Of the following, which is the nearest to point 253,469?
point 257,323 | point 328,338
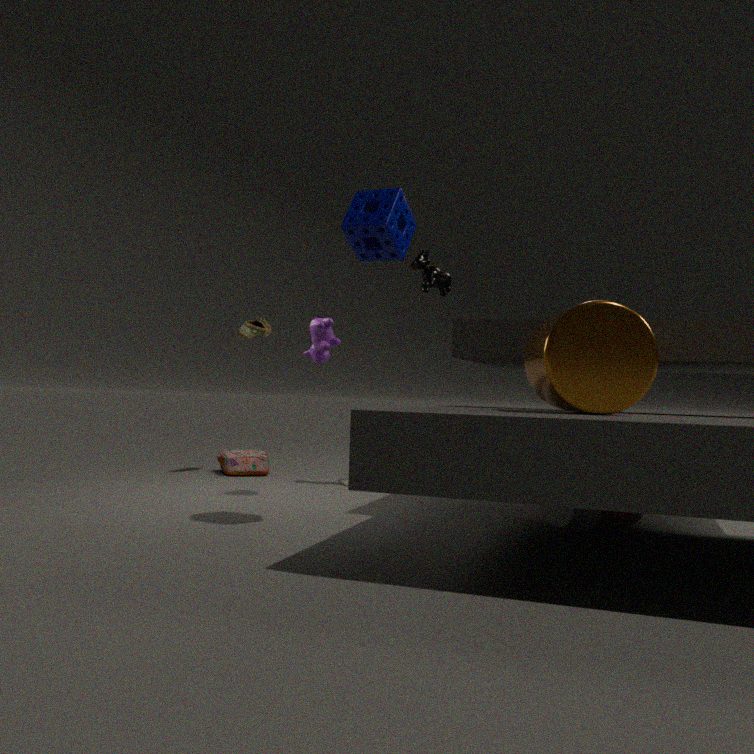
point 257,323
